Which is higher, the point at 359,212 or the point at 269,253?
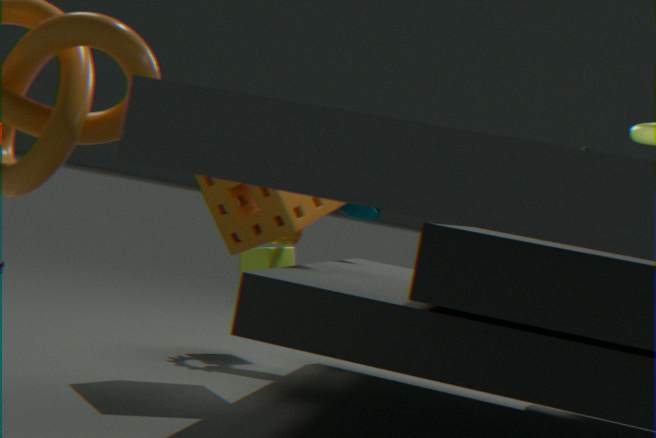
the point at 359,212
